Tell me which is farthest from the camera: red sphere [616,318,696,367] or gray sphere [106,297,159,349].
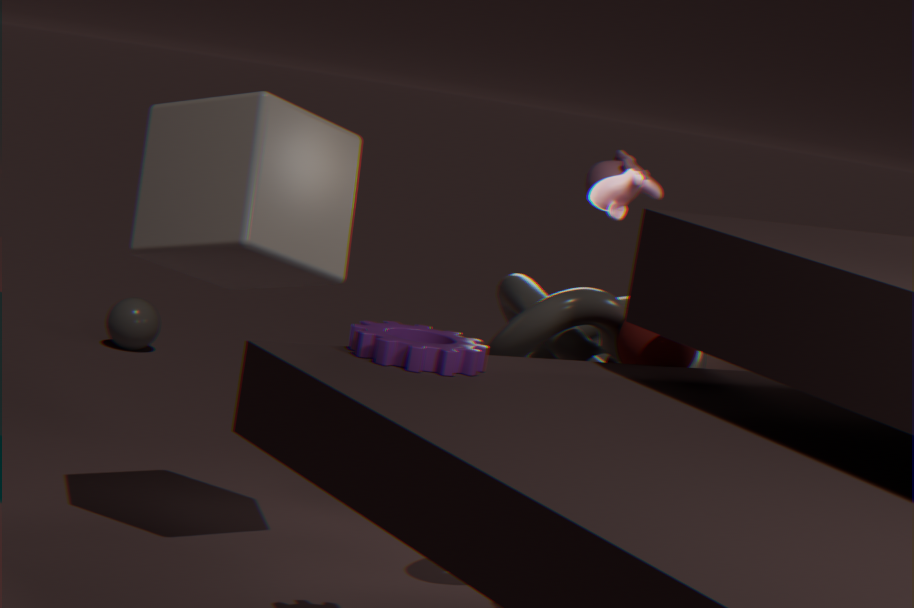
gray sphere [106,297,159,349]
